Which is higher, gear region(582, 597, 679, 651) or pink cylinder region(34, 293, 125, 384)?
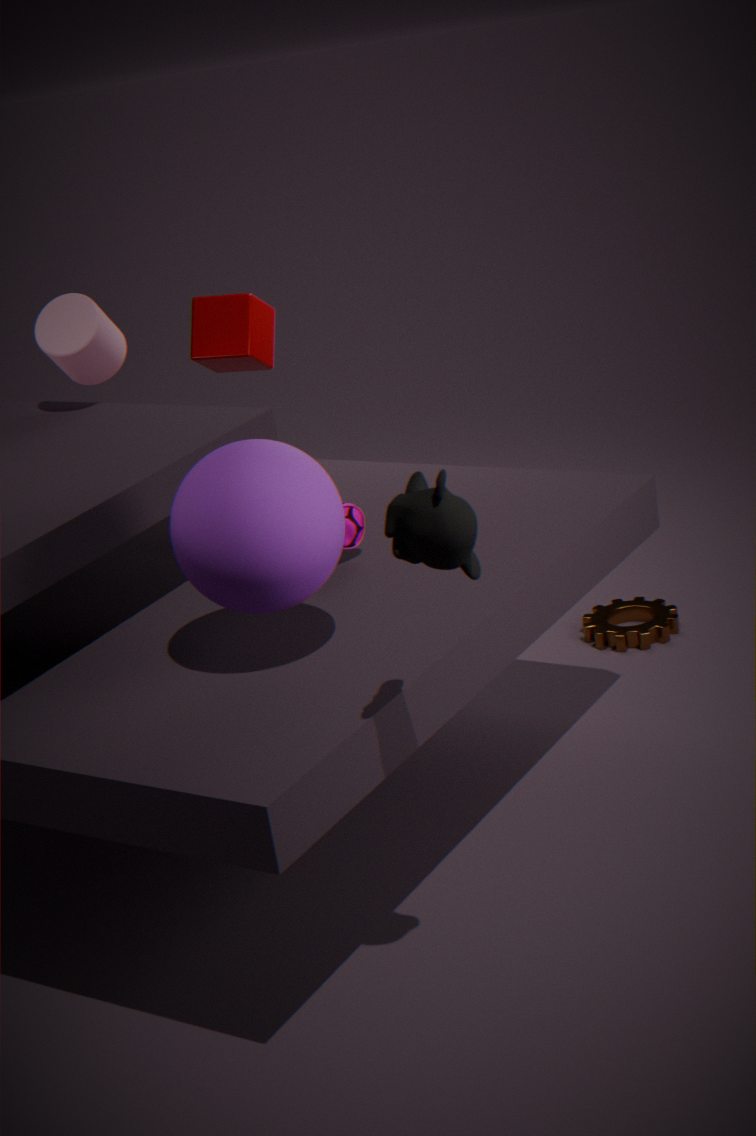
pink cylinder region(34, 293, 125, 384)
